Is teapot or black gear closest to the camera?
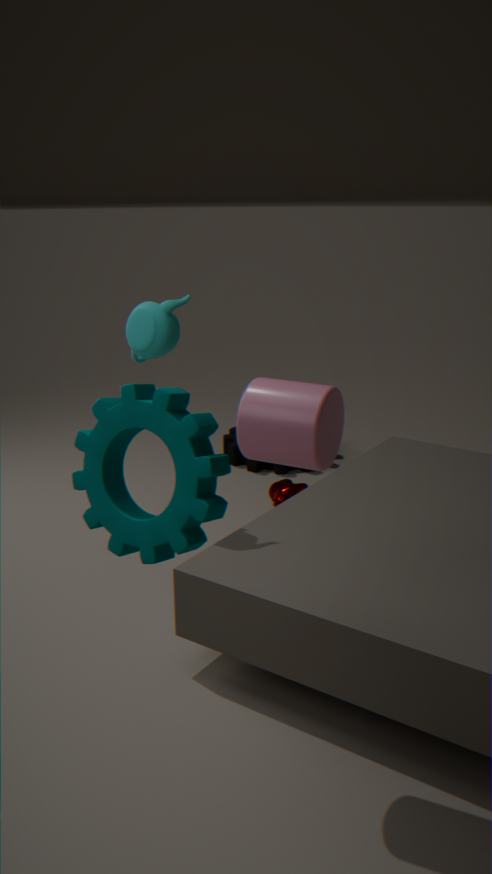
teapot
